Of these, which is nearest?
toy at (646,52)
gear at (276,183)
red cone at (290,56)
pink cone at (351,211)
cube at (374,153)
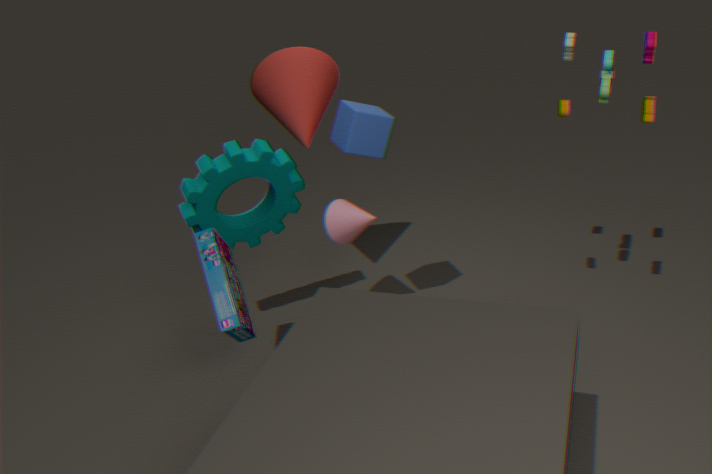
toy at (646,52)
